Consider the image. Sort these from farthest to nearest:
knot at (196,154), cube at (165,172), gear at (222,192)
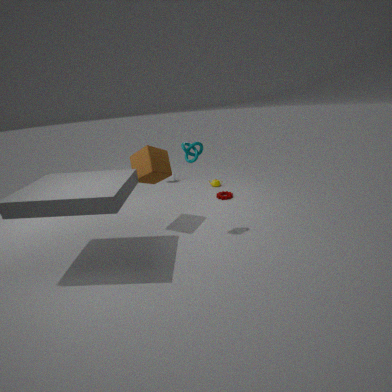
gear at (222,192), cube at (165,172), knot at (196,154)
